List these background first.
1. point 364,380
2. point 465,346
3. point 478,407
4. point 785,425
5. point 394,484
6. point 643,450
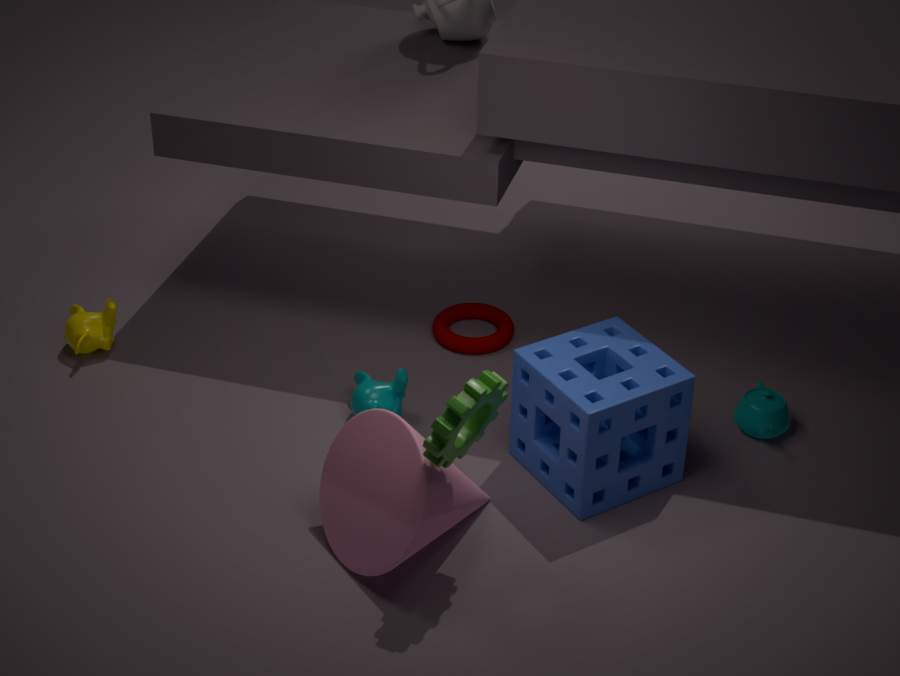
1. point 465,346
2. point 364,380
3. point 785,425
4. point 643,450
5. point 394,484
6. point 478,407
